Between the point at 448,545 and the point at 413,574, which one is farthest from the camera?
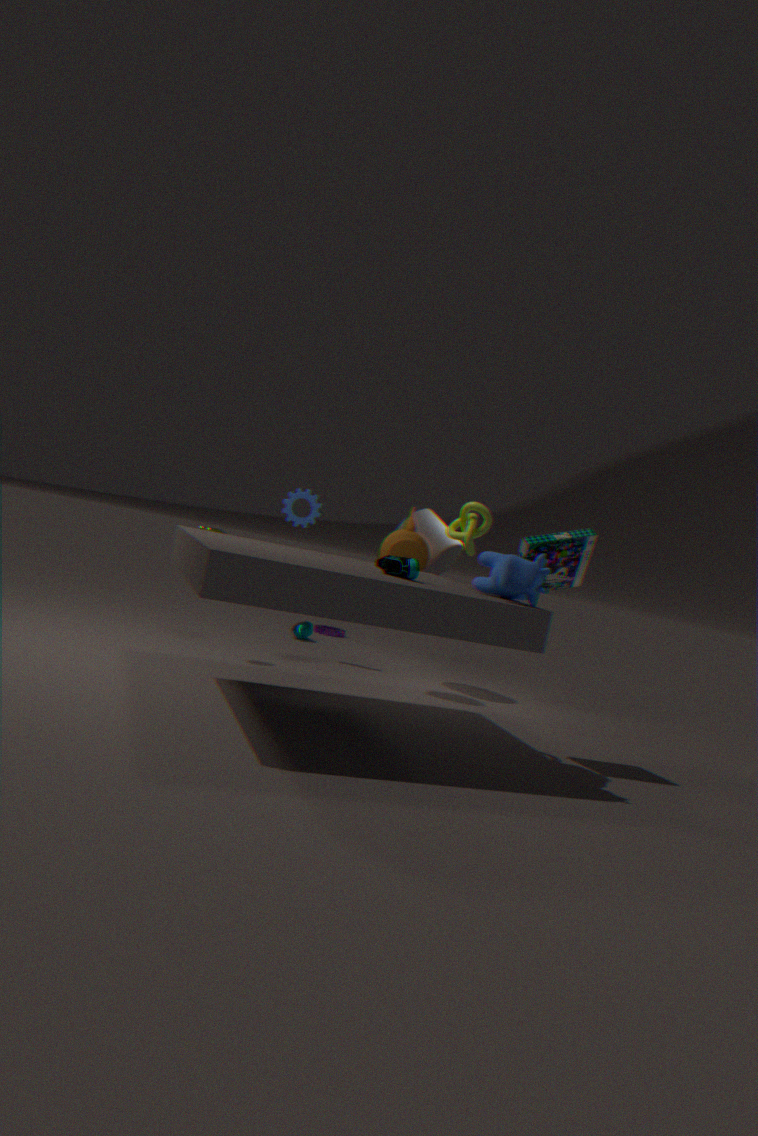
the point at 448,545
